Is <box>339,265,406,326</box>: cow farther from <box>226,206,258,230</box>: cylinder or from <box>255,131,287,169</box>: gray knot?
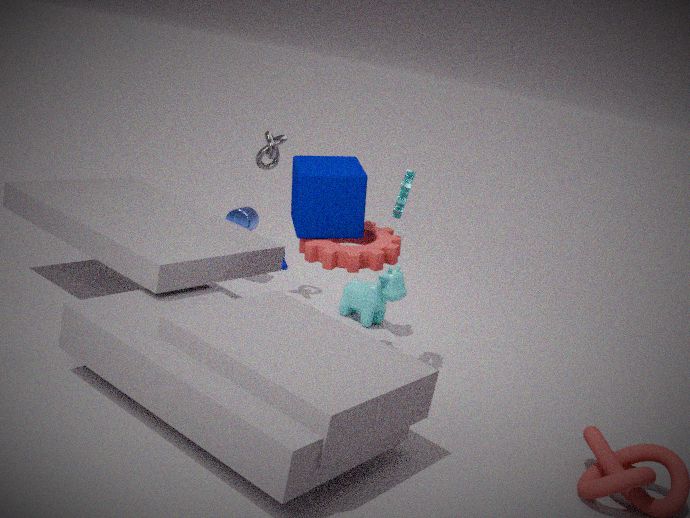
<box>255,131,287,169</box>: gray knot
